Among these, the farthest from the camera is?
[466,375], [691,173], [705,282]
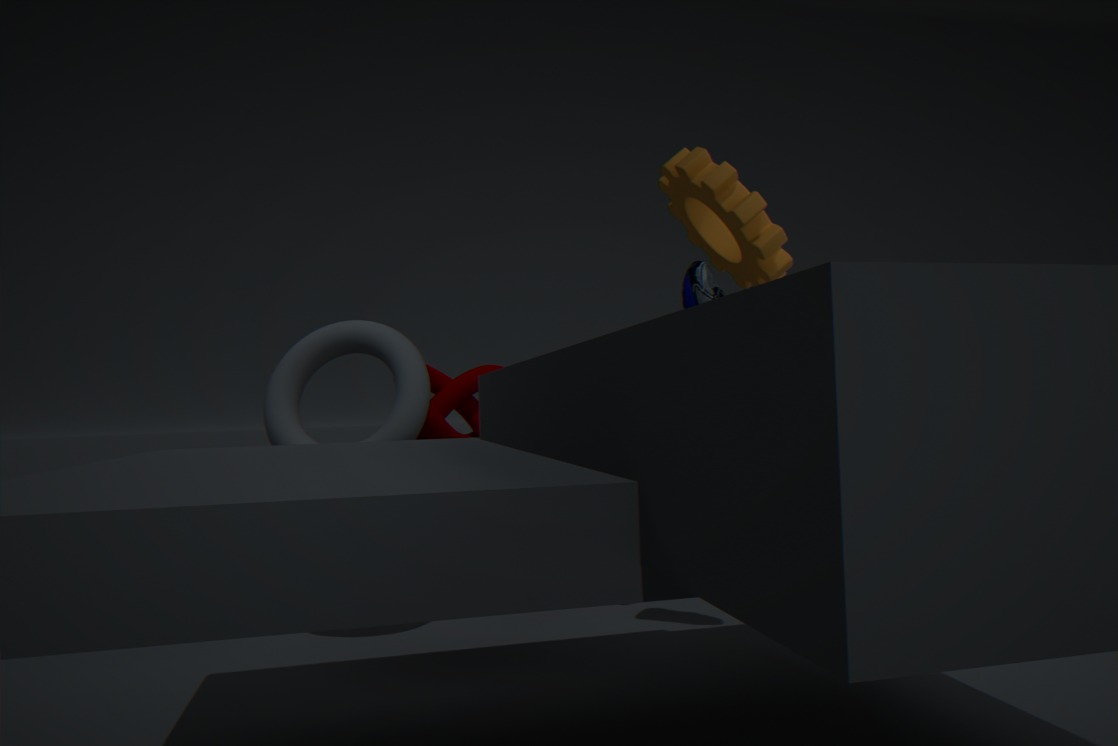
[466,375]
